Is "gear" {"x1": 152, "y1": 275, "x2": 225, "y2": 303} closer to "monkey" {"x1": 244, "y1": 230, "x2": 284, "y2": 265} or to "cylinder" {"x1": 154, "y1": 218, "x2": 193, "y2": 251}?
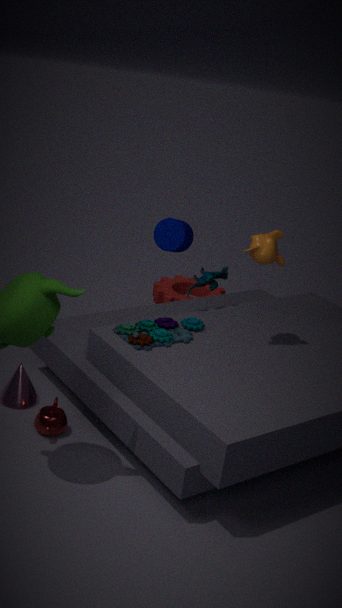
"cylinder" {"x1": 154, "y1": 218, "x2": 193, "y2": 251}
